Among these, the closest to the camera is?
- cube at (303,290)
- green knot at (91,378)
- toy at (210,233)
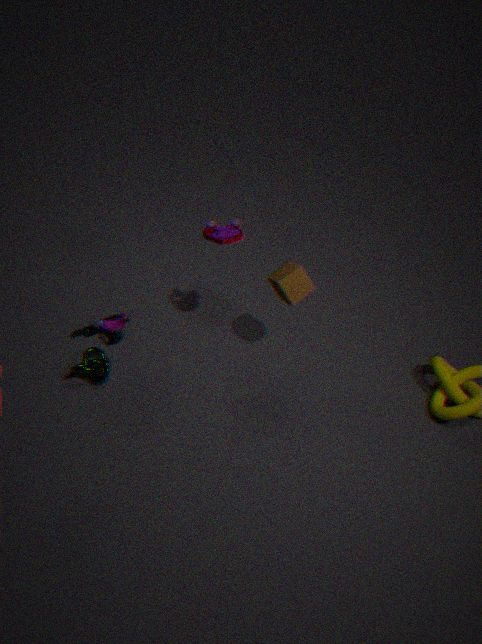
toy at (210,233)
